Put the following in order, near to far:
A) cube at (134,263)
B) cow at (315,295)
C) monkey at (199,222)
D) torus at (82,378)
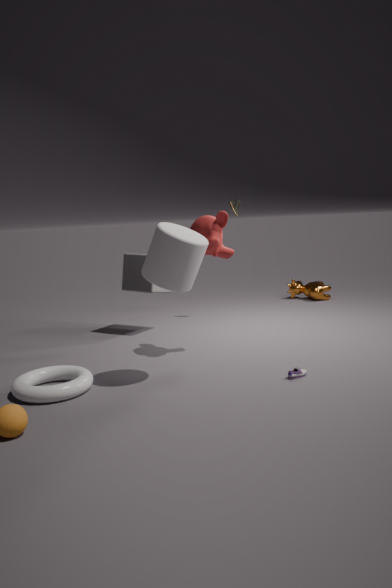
torus at (82,378) < monkey at (199,222) < cube at (134,263) < cow at (315,295)
